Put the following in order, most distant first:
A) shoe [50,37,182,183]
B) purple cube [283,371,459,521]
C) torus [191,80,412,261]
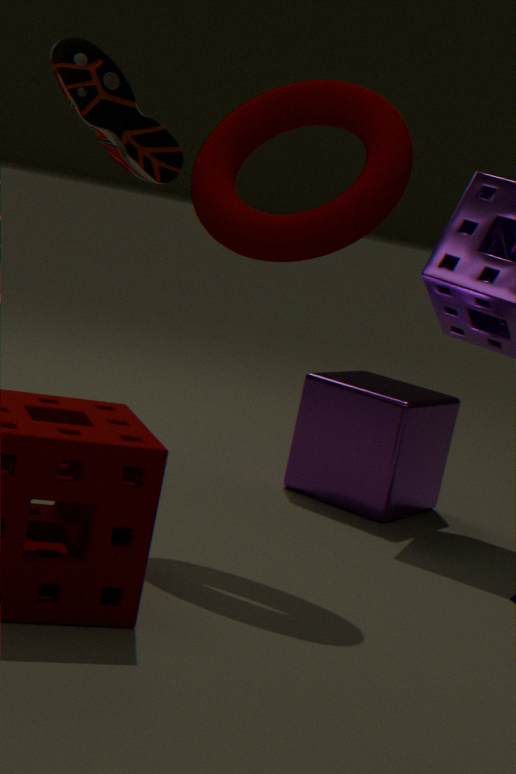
purple cube [283,371,459,521], shoe [50,37,182,183], torus [191,80,412,261]
